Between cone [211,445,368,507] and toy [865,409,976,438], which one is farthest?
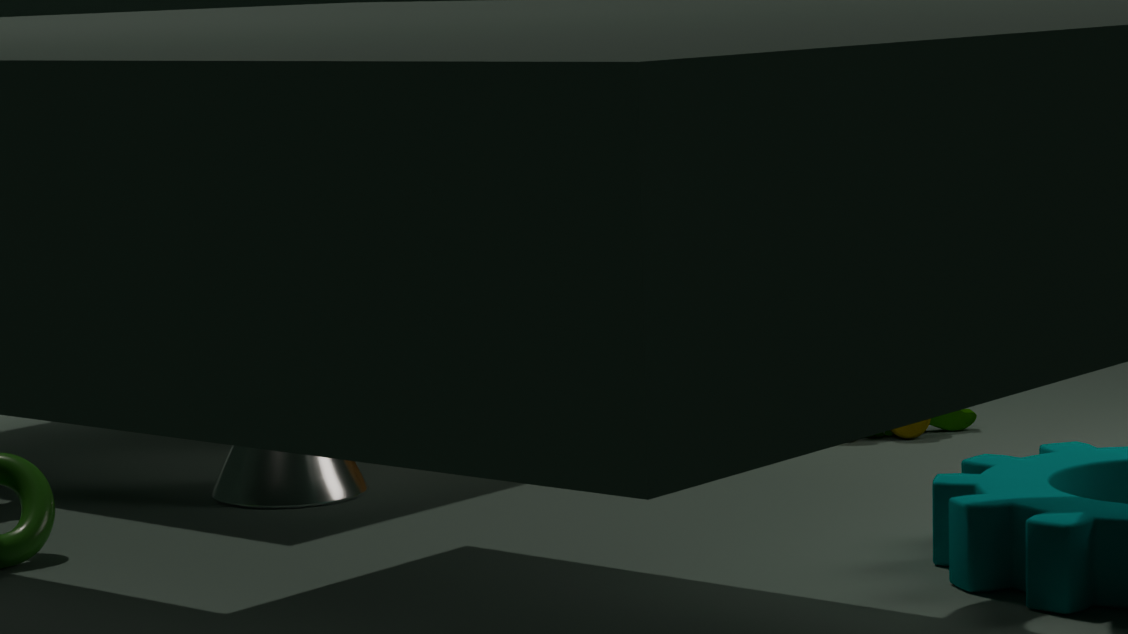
toy [865,409,976,438]
